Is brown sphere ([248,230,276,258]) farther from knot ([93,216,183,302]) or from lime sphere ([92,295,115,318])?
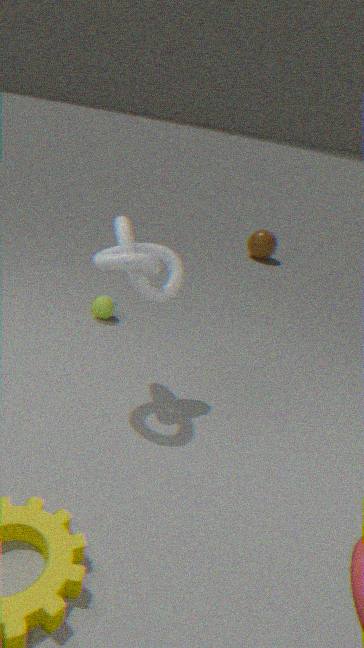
knot ([93,216,183,302])
